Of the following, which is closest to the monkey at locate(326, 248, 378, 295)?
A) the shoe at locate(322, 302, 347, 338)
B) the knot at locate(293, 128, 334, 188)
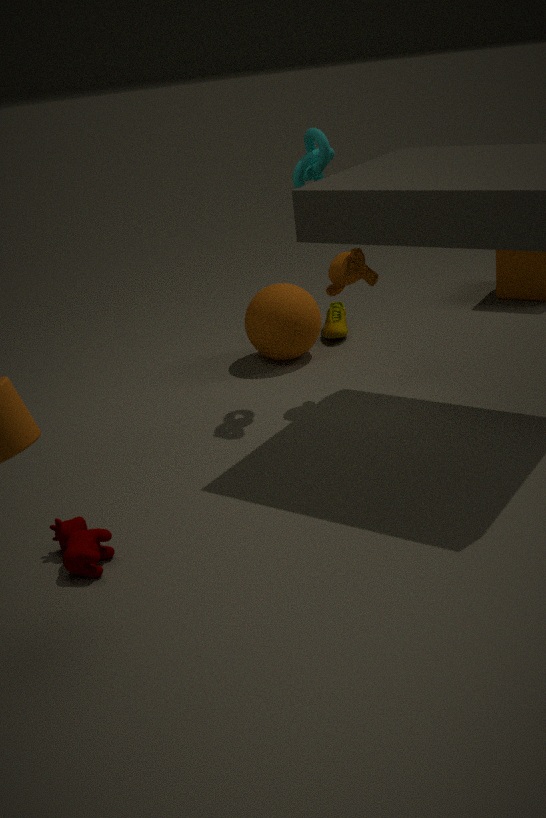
the knot at locate(293, 128, 334, 188)
